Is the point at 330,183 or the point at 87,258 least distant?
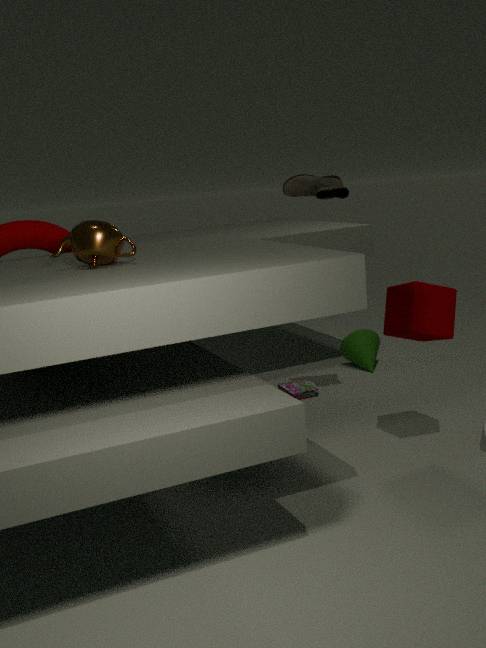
the point at 87,258
